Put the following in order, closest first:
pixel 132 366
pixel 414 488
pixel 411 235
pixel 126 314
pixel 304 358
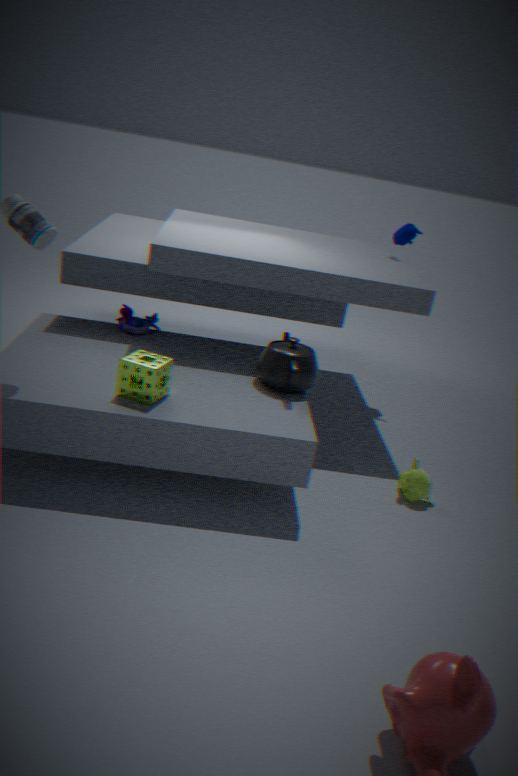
pixel 132 366 → pixel 414 488 → pixel 304 358 → pixel 126 314 → pixel 411 235
